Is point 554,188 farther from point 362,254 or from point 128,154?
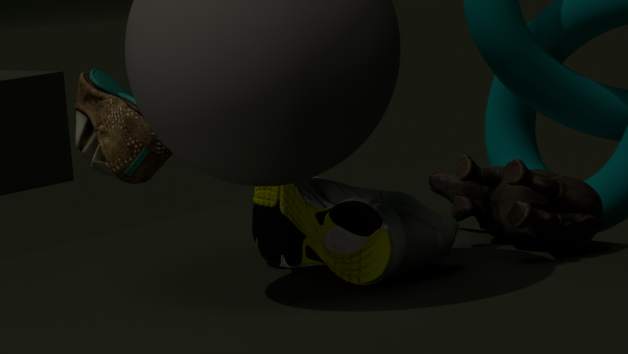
point 128,154
